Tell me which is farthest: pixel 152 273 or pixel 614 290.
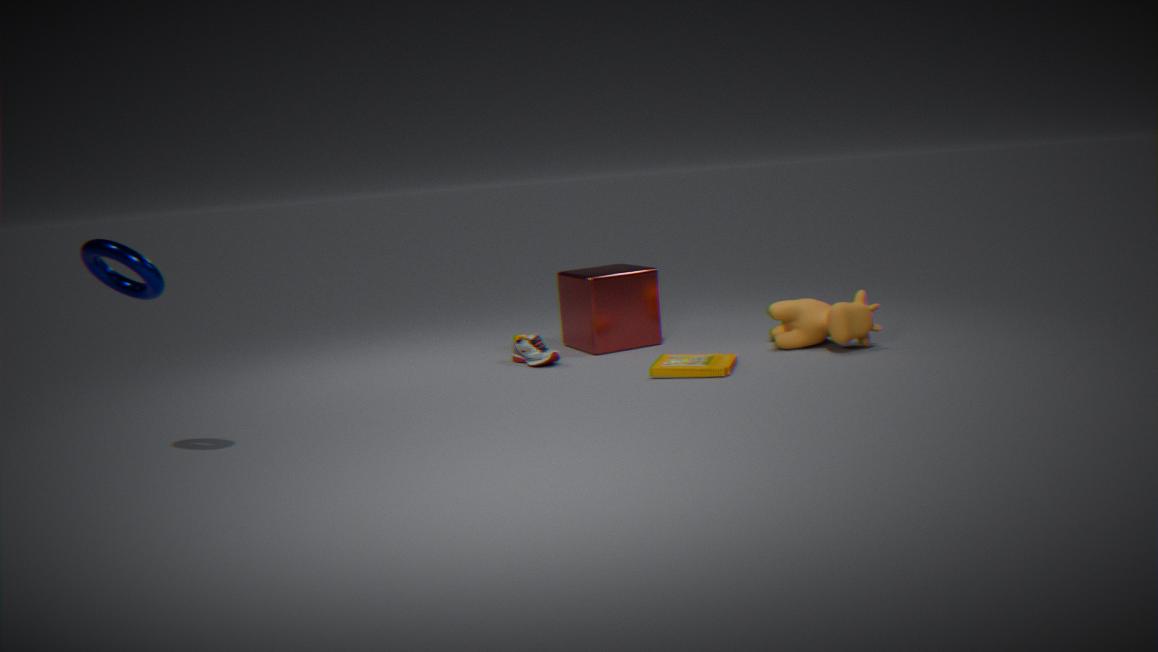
pixel 614 290
